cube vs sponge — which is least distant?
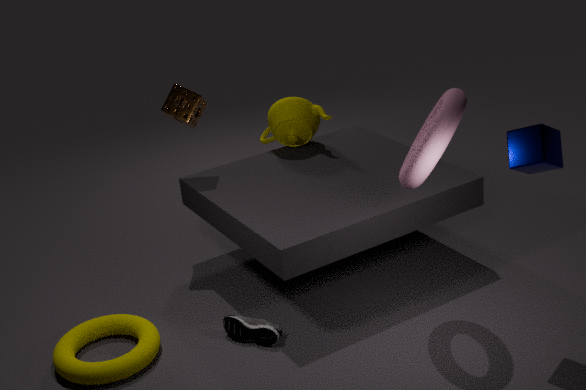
cube
